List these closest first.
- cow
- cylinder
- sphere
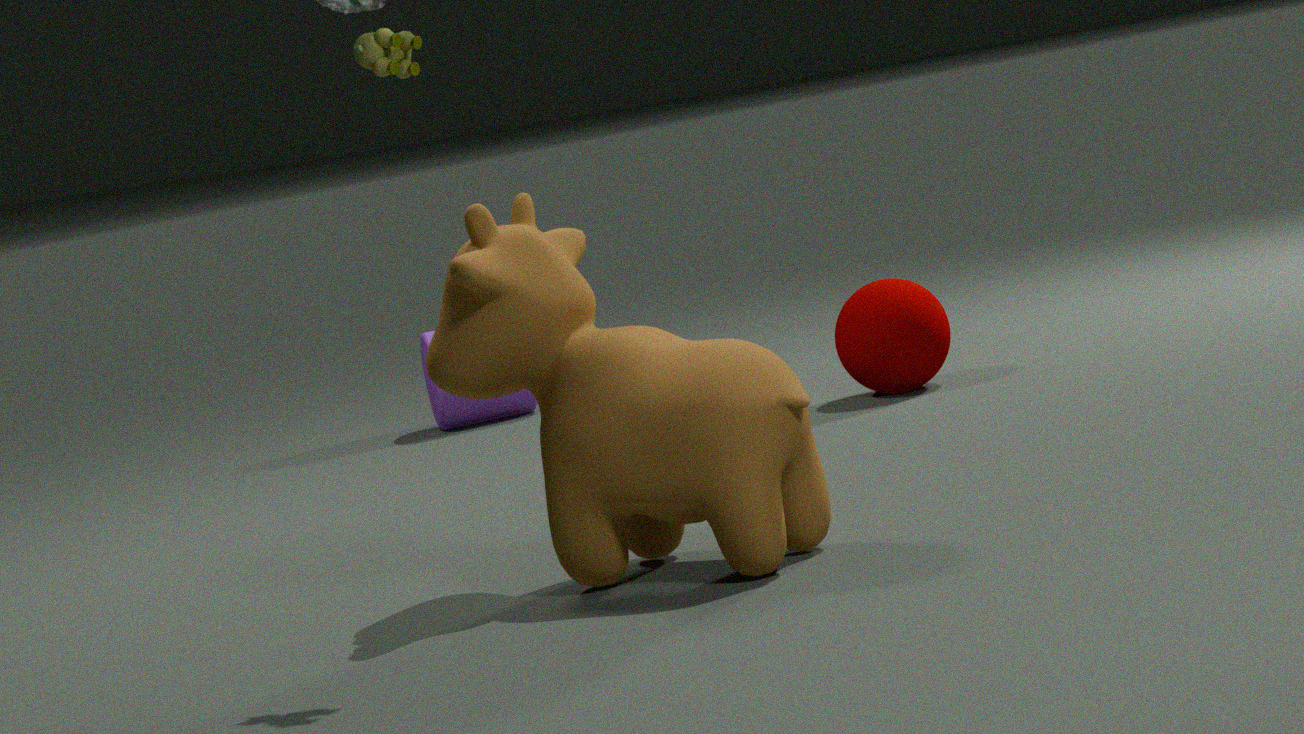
cow < sphere < cylinder
